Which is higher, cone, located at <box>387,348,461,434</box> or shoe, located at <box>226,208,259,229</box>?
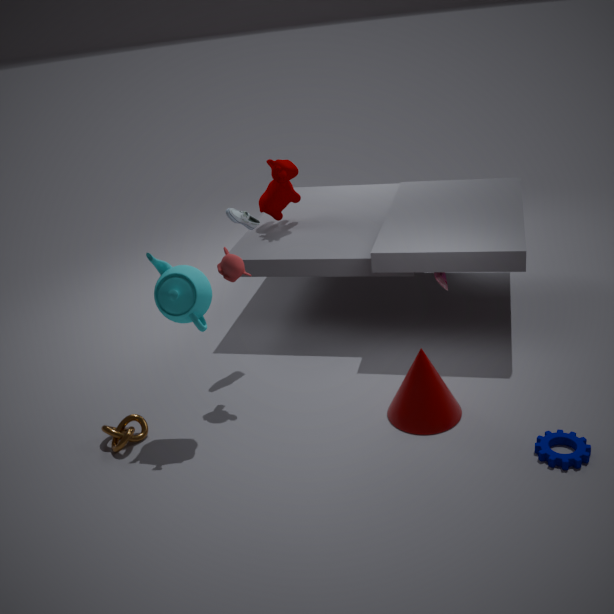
shoe, located at <box>226,208,259,229</box>
